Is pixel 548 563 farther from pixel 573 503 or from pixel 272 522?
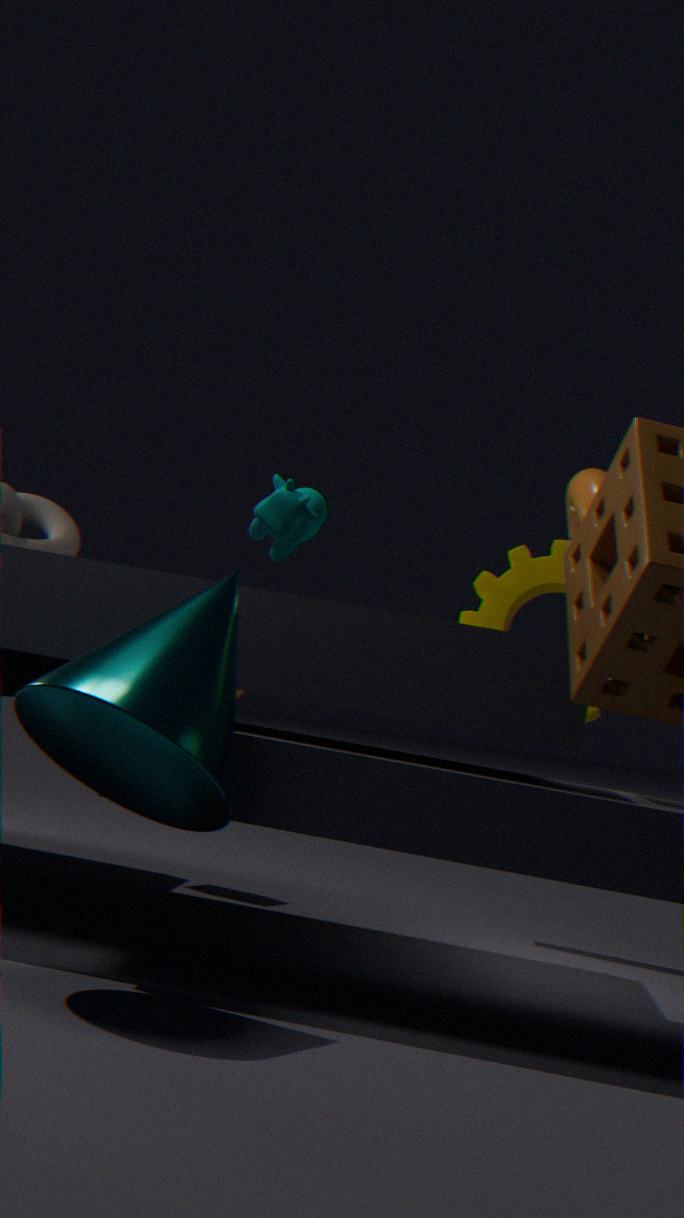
pixel 272 522
